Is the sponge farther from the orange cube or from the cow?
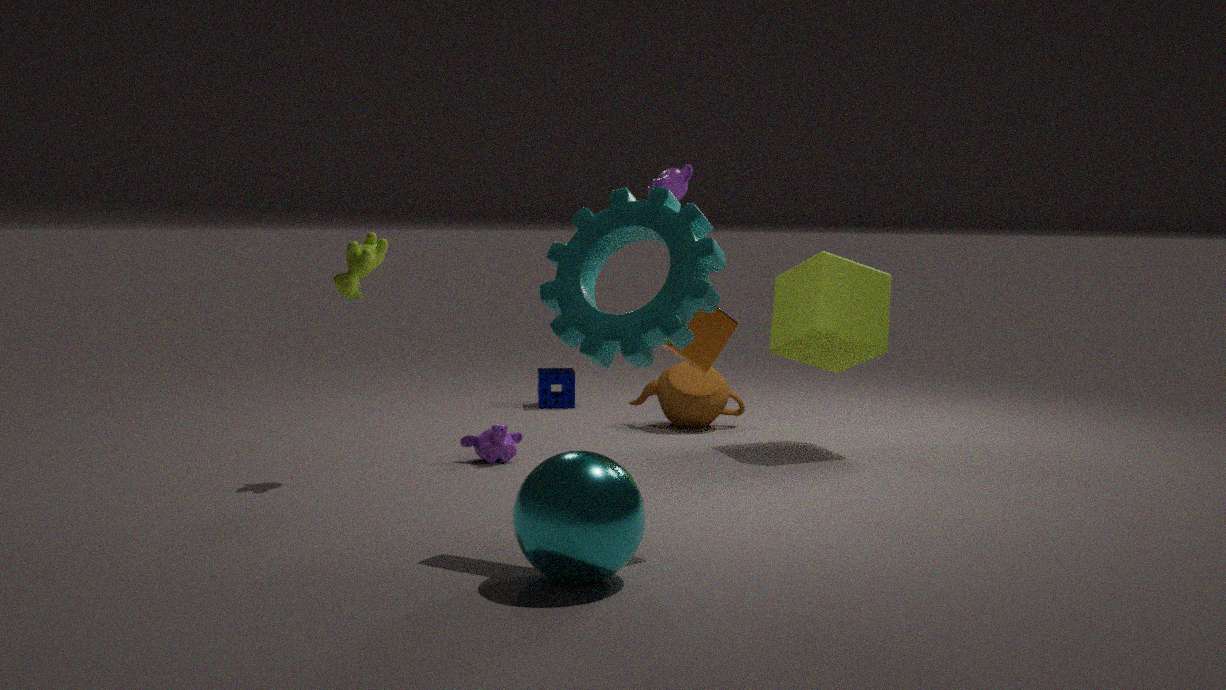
A: the orange cube
